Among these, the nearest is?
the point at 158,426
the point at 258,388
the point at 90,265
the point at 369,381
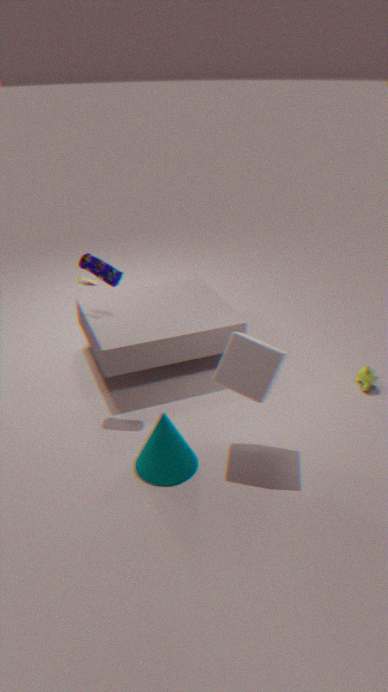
the point at 258,388
